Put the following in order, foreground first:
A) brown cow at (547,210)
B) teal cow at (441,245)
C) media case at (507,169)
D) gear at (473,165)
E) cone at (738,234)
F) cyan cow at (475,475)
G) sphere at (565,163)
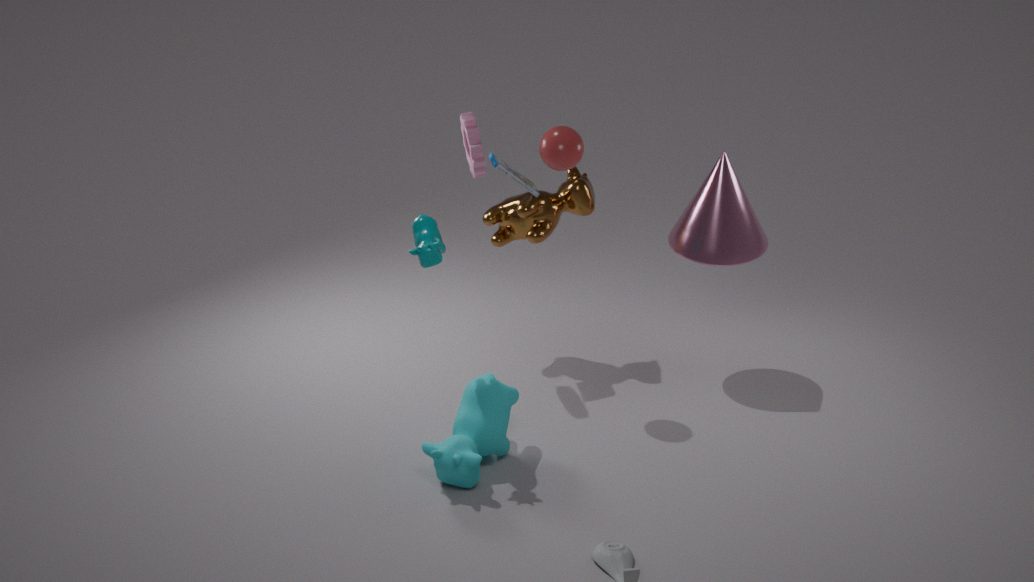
teal cow at (441,245) → cyan cow at (475,475) → sphere at (565,163) → gear at (473,165) → cone at (738,234) → media case at (507,169) → brown cow at (547,210)
